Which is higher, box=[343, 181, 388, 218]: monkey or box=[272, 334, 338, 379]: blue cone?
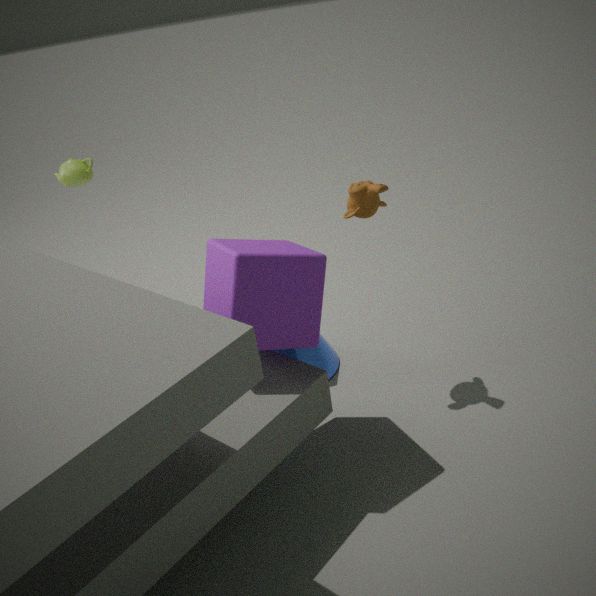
box=[343, 181, 388, 218]: monkey
